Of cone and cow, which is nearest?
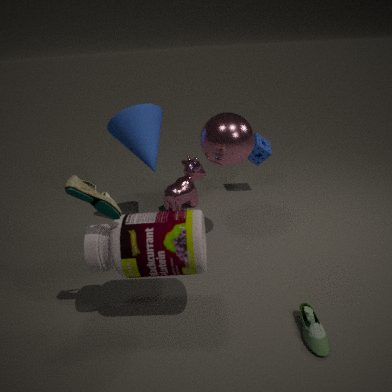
cone
